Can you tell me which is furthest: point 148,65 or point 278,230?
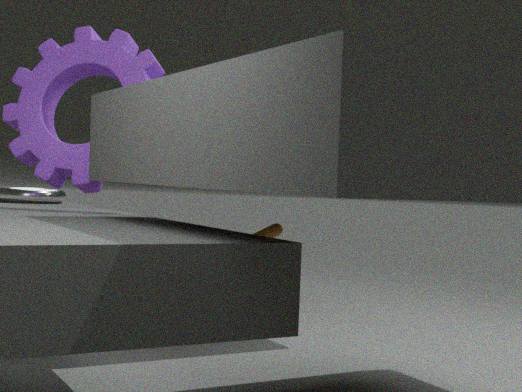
point 278,230
